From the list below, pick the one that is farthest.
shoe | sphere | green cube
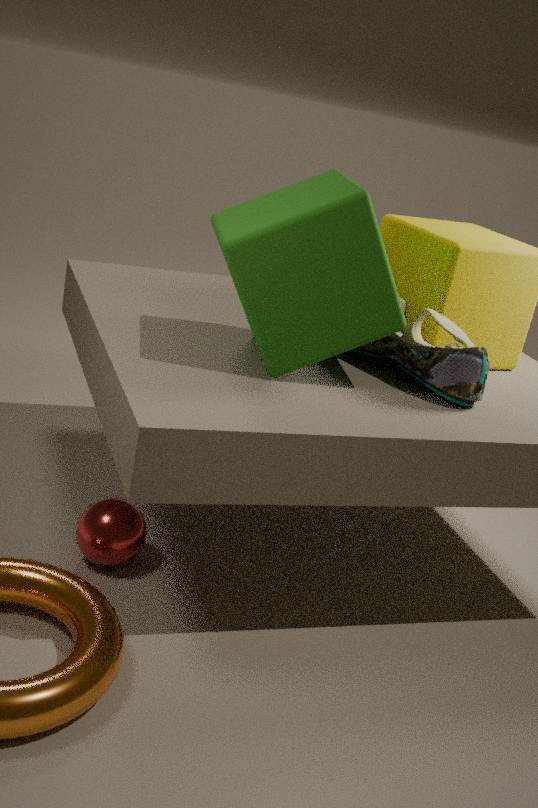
sphere
